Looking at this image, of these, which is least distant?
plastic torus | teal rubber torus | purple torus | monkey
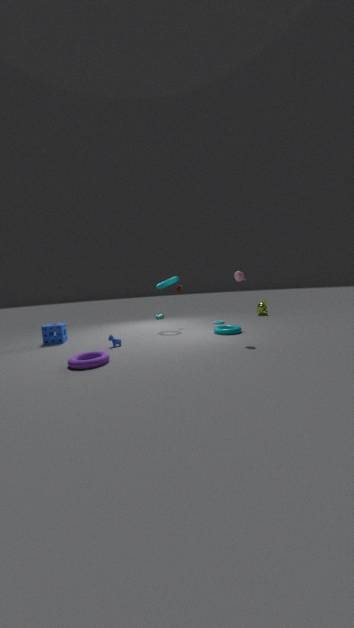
purple torus
